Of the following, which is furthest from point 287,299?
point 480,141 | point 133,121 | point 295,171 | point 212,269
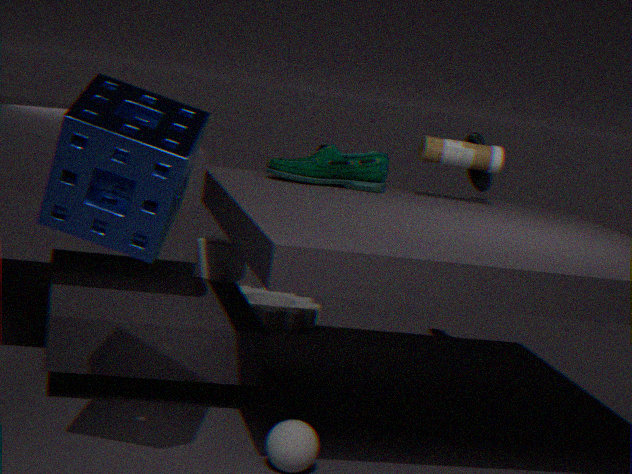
point 133,121
